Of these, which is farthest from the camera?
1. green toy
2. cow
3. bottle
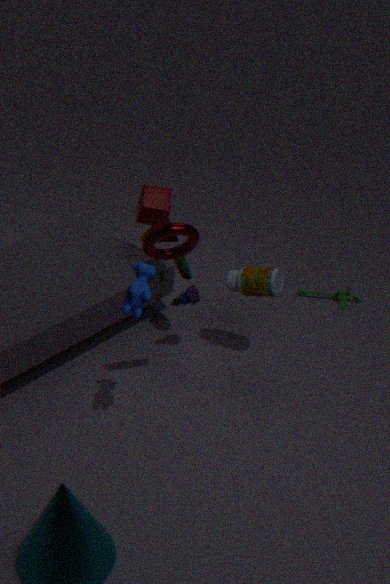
green toy
